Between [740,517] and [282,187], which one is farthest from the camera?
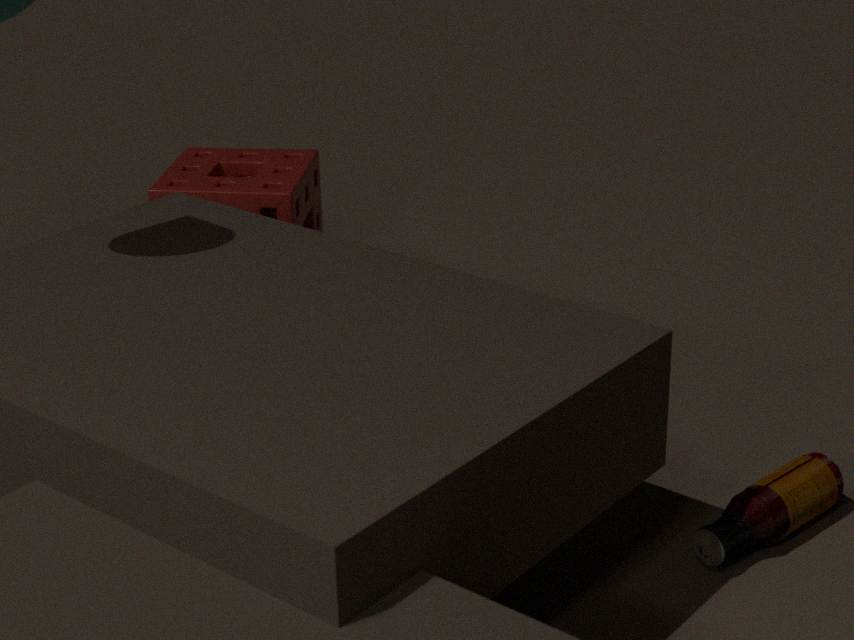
[282,187]
